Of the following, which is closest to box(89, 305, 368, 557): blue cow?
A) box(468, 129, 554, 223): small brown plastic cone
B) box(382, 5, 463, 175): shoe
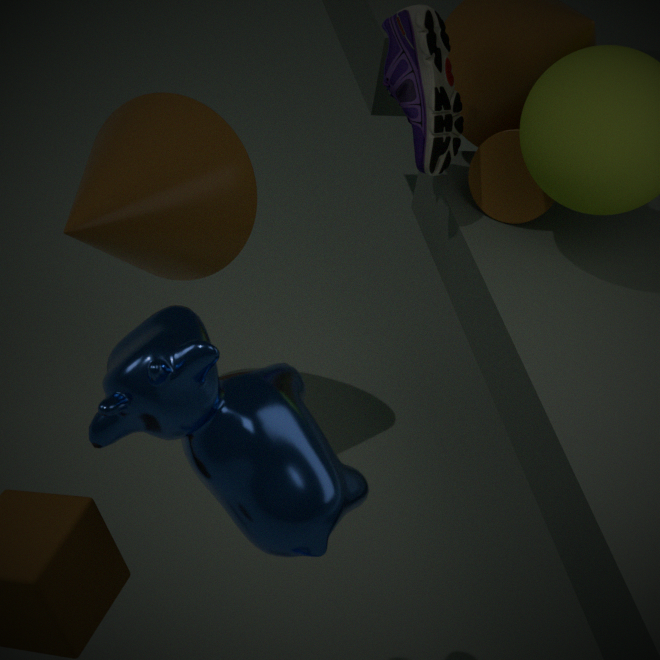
box(382, 5, 463, 175): shoe
